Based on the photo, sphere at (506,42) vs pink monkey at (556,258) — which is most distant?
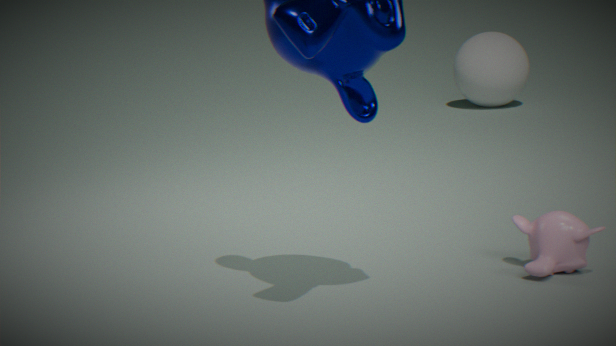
sphere at (506,42)
